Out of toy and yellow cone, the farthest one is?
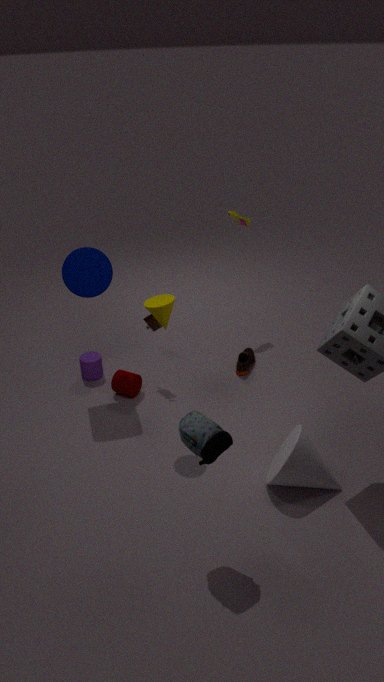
toy
